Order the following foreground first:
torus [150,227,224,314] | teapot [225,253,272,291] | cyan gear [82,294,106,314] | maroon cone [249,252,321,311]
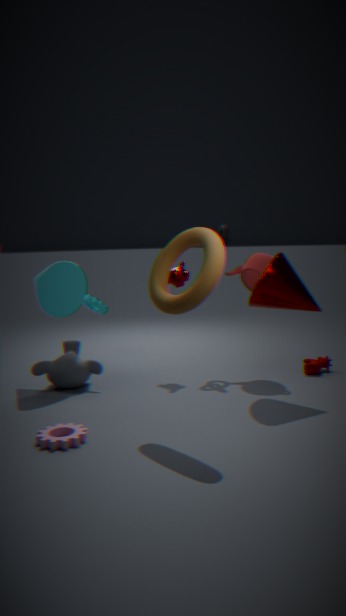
1. torus [150,227,224,314]
2. maroon cone [249,252,321,311]
3. teapot [225,253,272,291]
4. cyan gear [82,294,106,314]
